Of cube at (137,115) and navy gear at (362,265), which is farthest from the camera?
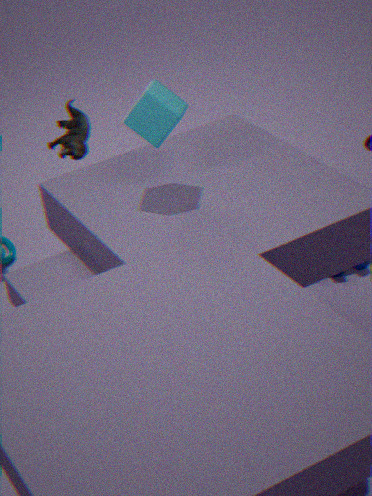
navy gear at (362,265)
